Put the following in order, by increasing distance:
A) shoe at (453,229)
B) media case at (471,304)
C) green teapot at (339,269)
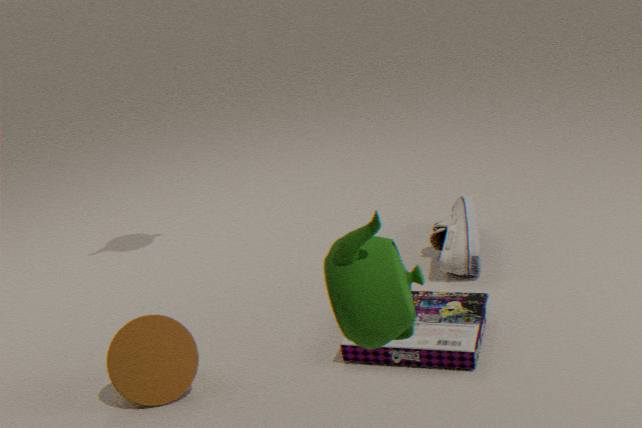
green teapot at (339,269) → media case at (471,304) → shoe at (453,229)
